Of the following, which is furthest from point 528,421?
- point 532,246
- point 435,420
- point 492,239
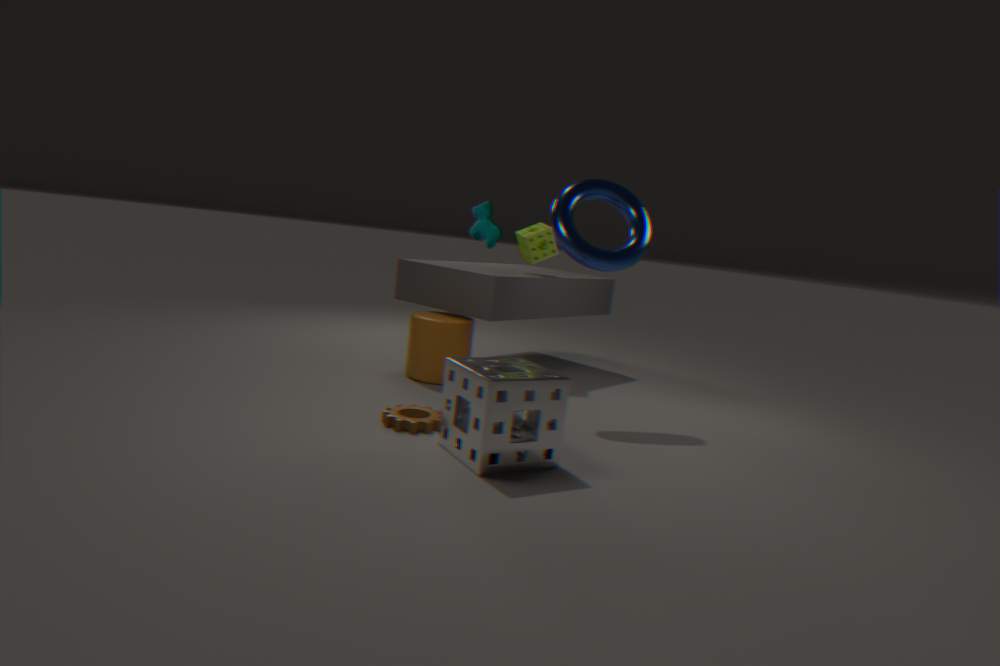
point 532,246
